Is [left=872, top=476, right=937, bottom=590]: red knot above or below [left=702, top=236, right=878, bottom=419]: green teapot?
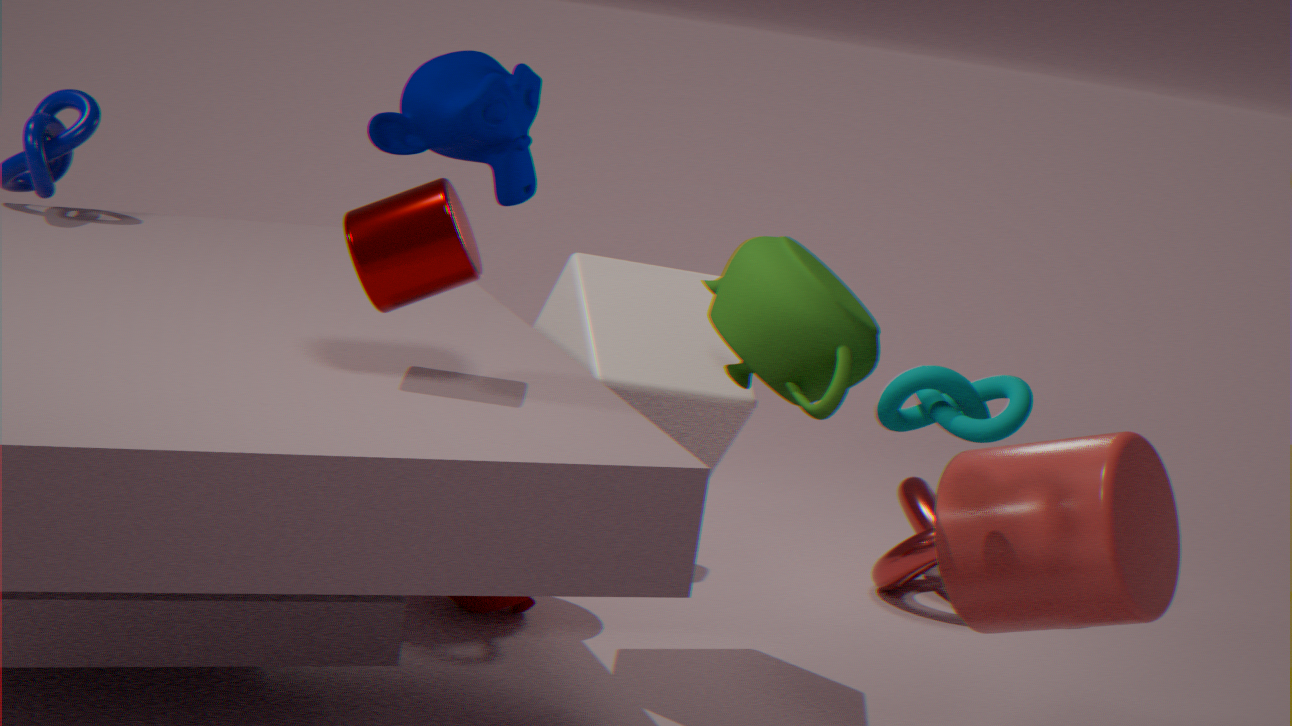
below
